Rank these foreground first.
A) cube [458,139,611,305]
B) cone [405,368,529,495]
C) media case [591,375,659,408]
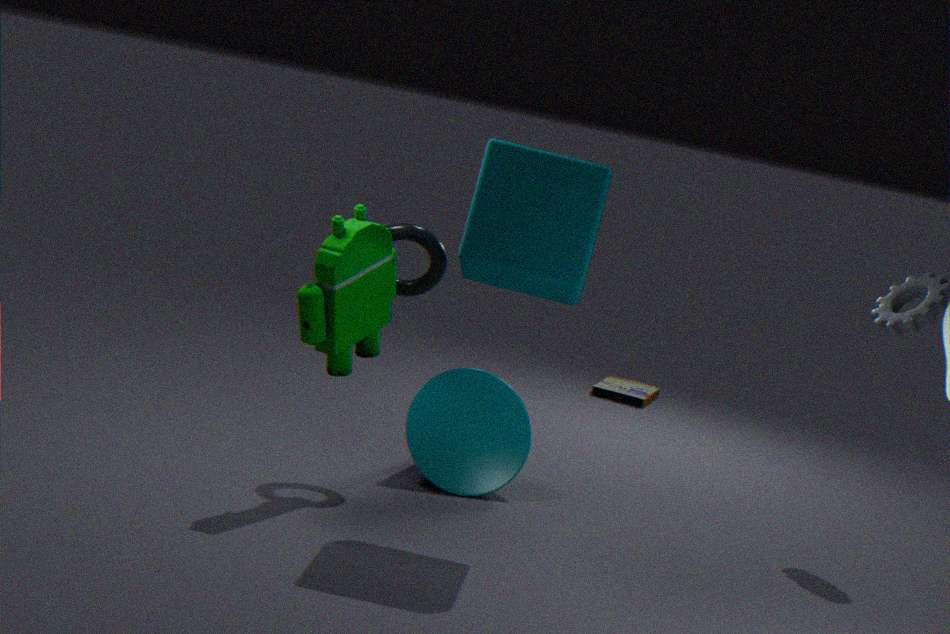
cube [458,139,611,305] → cone [405,368,529,495] → media case [591,375,659,408]
